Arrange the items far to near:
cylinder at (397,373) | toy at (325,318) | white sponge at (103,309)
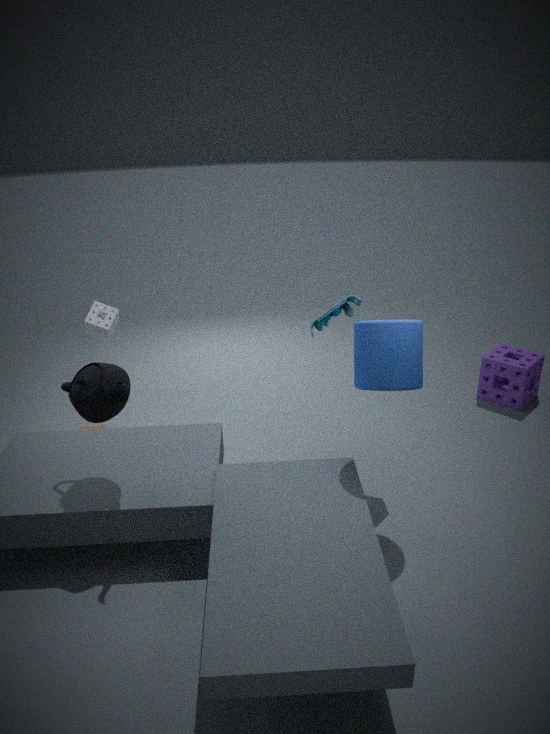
white sponge at (103,309), toy at (325,318), cylinder at (397,373)
